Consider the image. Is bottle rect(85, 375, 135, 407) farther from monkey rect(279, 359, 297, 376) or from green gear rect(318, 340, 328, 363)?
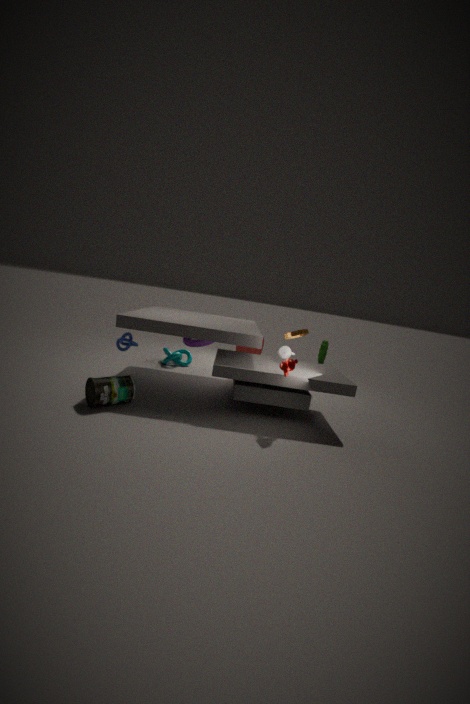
green gear rect(318, 340, 328, 363)
